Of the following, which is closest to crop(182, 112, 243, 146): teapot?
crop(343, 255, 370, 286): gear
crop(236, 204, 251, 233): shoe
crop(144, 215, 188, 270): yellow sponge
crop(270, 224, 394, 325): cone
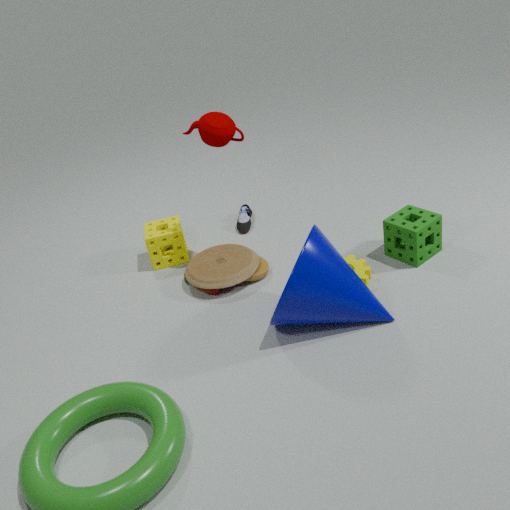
crop(144, 215, 188, 270): yellow sponge
